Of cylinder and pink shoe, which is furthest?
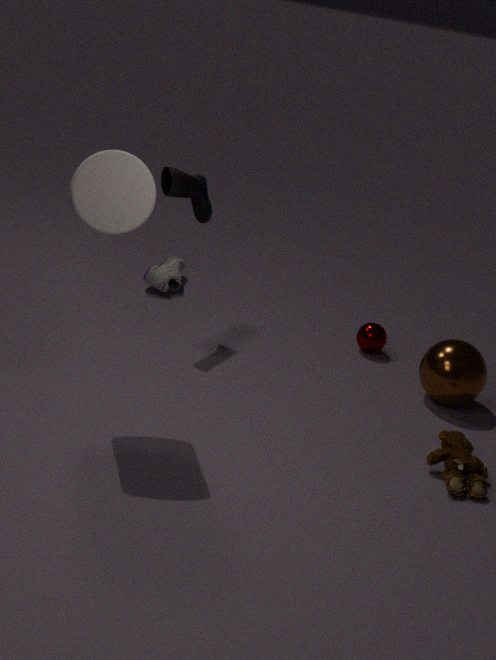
pink shoe
